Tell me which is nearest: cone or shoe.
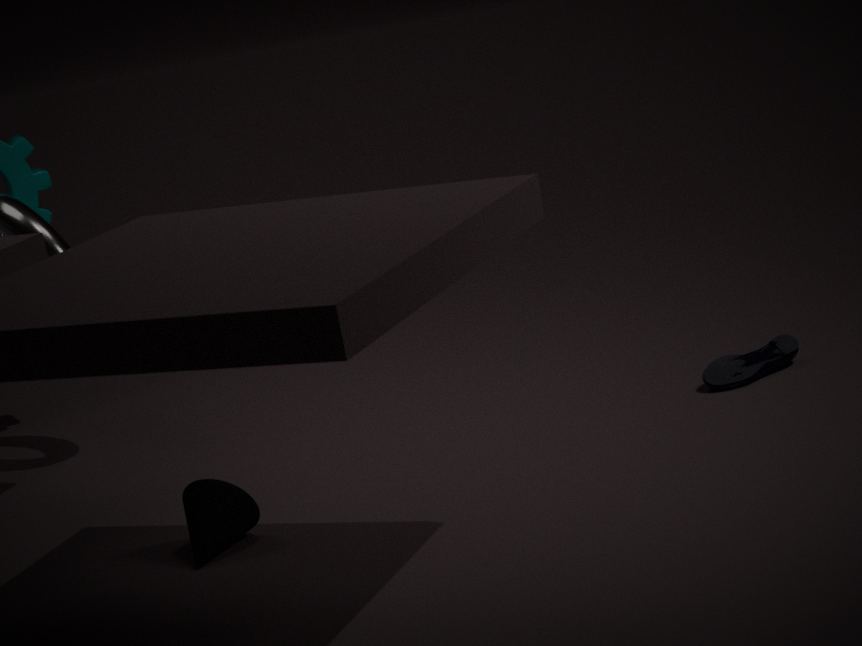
cone
